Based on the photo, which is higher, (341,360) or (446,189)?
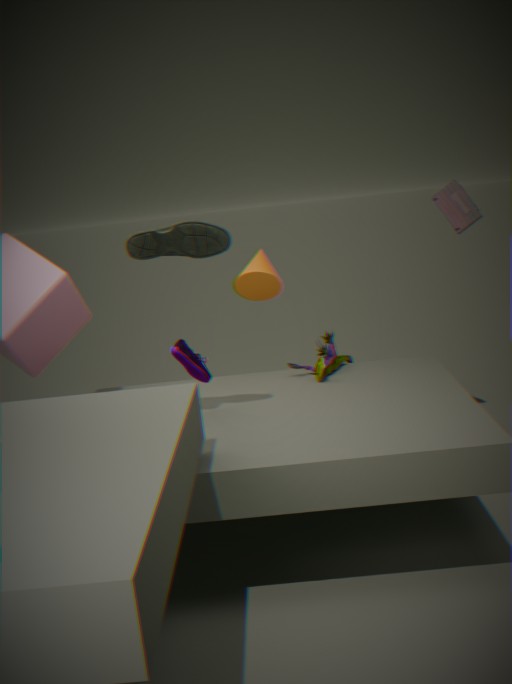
(446,189)
